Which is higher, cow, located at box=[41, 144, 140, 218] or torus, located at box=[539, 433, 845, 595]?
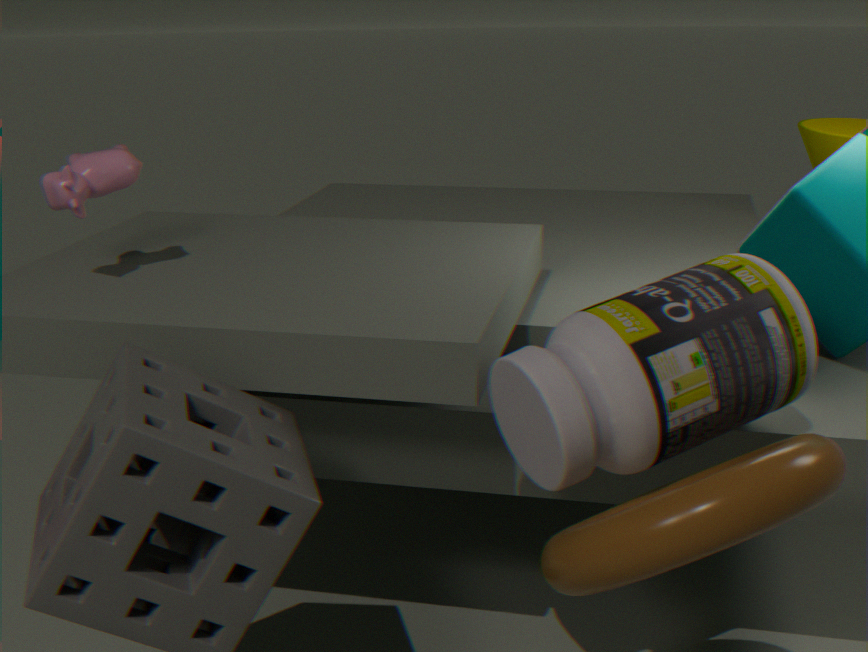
cow, located at box=[41, 144, 140, 218]
